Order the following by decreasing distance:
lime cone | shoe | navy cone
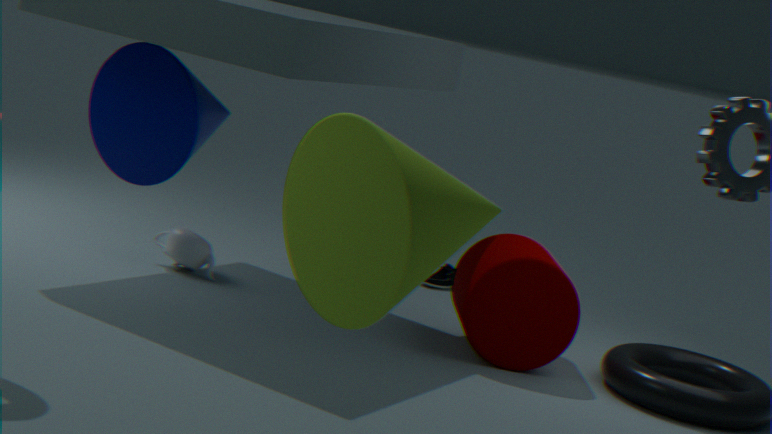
shoe → navy cone → lime cone
